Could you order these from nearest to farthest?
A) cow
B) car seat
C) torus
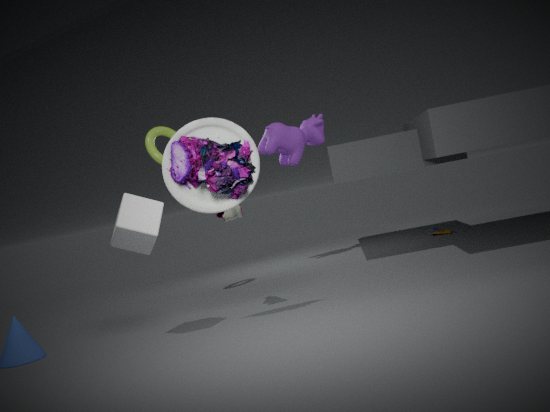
car seat → torus → cow
